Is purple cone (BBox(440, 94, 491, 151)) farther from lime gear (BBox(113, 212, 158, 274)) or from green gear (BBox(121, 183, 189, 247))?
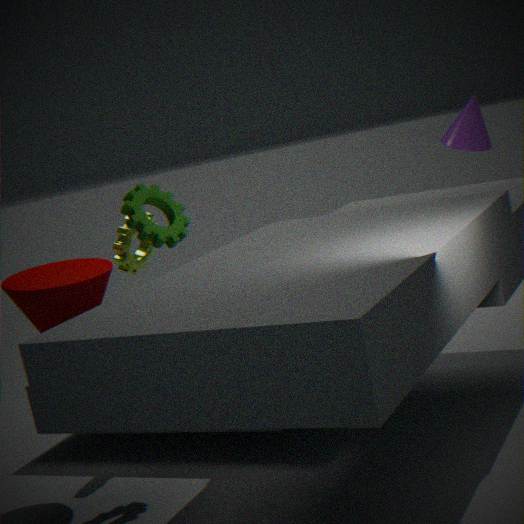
lime gear (BBox(113, 212, 158, 274))
